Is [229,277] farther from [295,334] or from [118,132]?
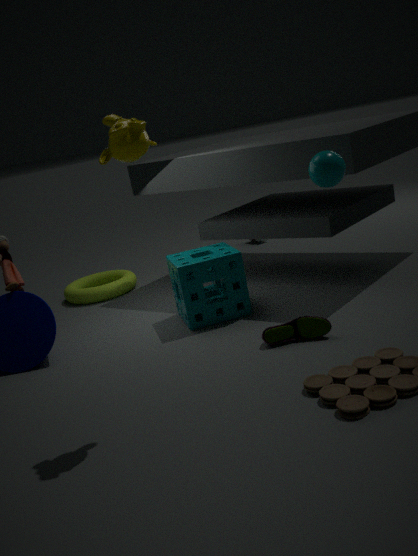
[118,132]
